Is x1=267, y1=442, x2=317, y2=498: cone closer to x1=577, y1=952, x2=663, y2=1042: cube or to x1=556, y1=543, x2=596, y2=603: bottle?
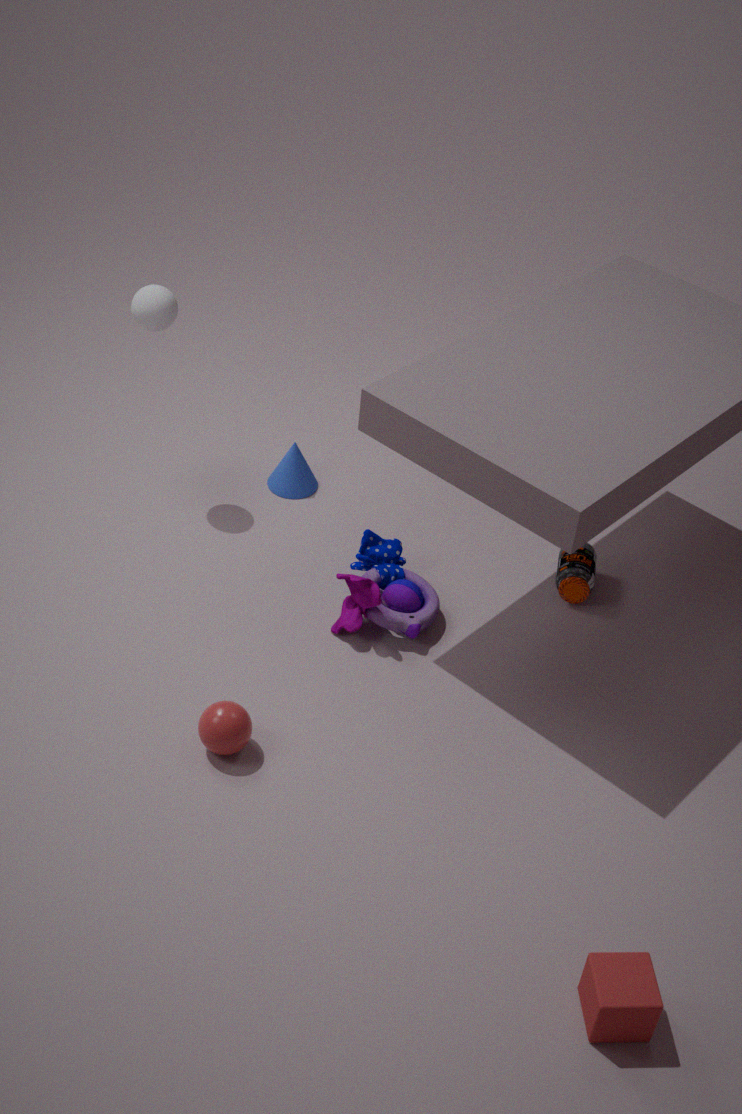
x1=556, y1=543, x2=596, y2=603: bottle
